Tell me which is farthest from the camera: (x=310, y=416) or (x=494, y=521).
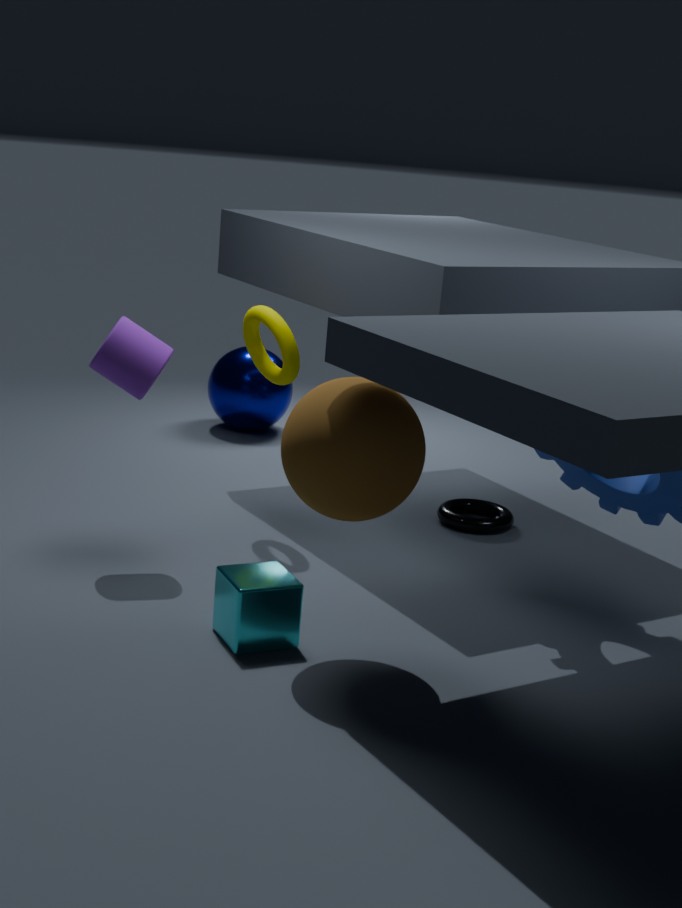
(x=494, y=521)
